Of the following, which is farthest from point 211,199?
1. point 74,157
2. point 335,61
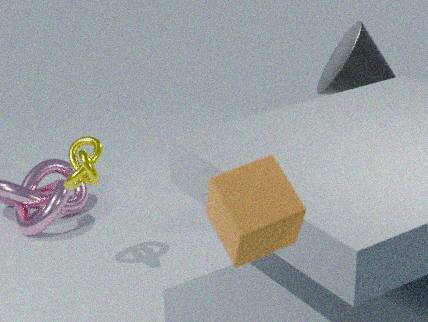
point 335,61
